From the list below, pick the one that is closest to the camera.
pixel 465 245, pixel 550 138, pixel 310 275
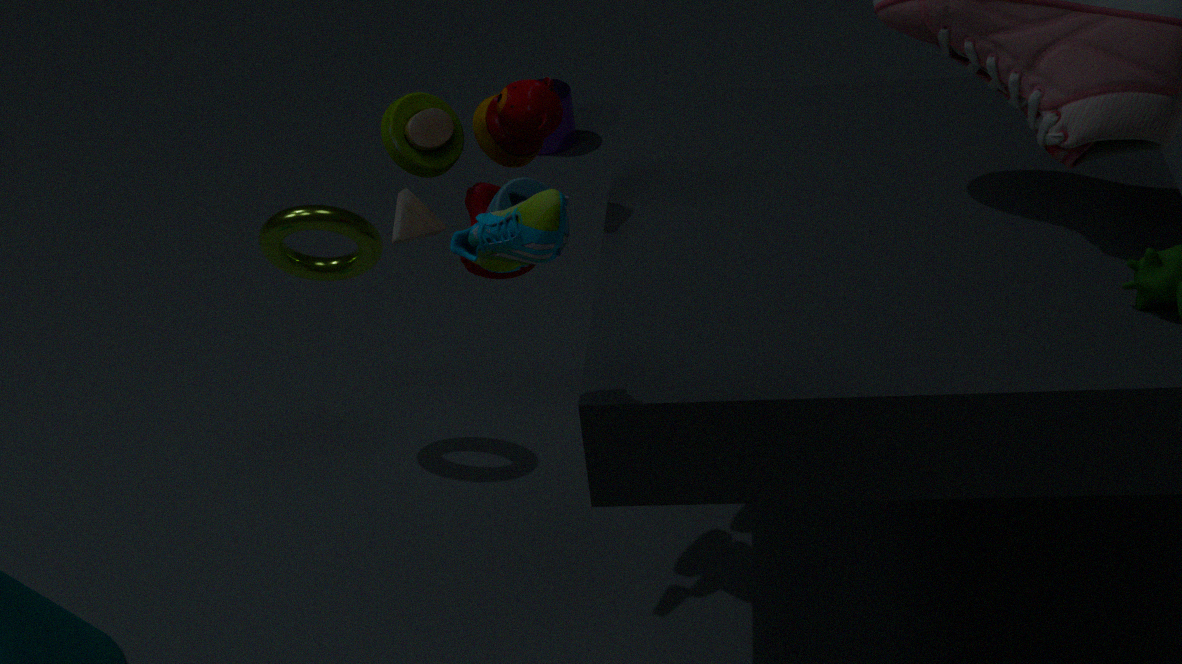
pixel 465 245
